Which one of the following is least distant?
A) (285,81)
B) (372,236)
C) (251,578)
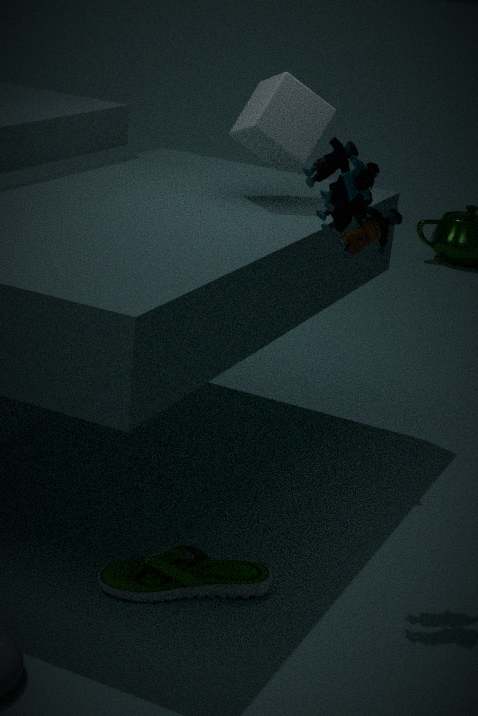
(372,236)
